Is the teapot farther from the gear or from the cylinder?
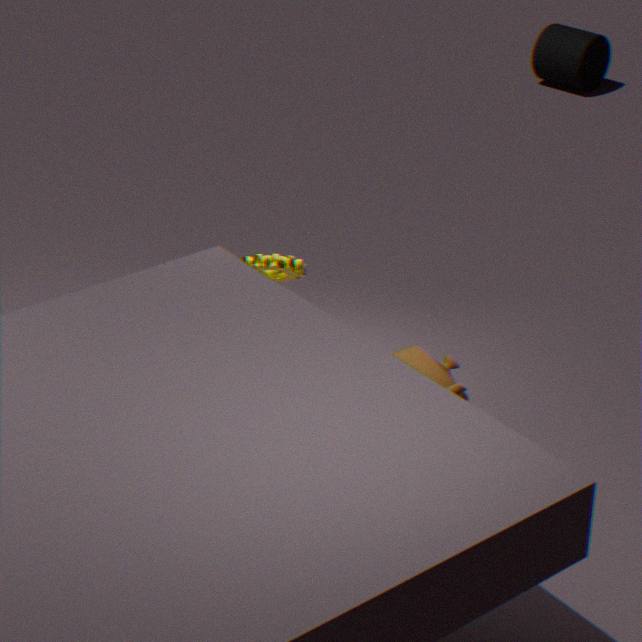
the cylinder
